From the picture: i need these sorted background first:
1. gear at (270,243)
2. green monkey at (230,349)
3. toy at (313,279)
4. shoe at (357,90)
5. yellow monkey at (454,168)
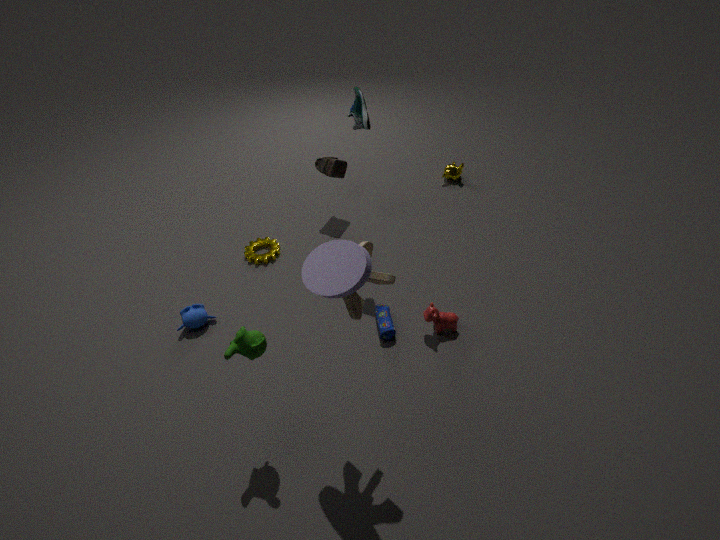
1. yellow monkey at (454,168)
2. gear at (270,243)
3. shoe at (357,90)
4. green monkey at (230,349)
5. toy at (313,279)
